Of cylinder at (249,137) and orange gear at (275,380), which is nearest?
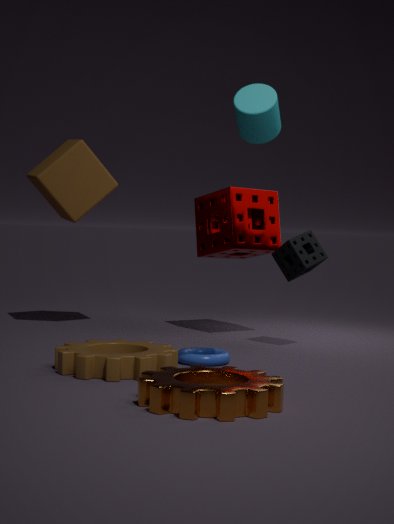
orange gear at (275,380)
